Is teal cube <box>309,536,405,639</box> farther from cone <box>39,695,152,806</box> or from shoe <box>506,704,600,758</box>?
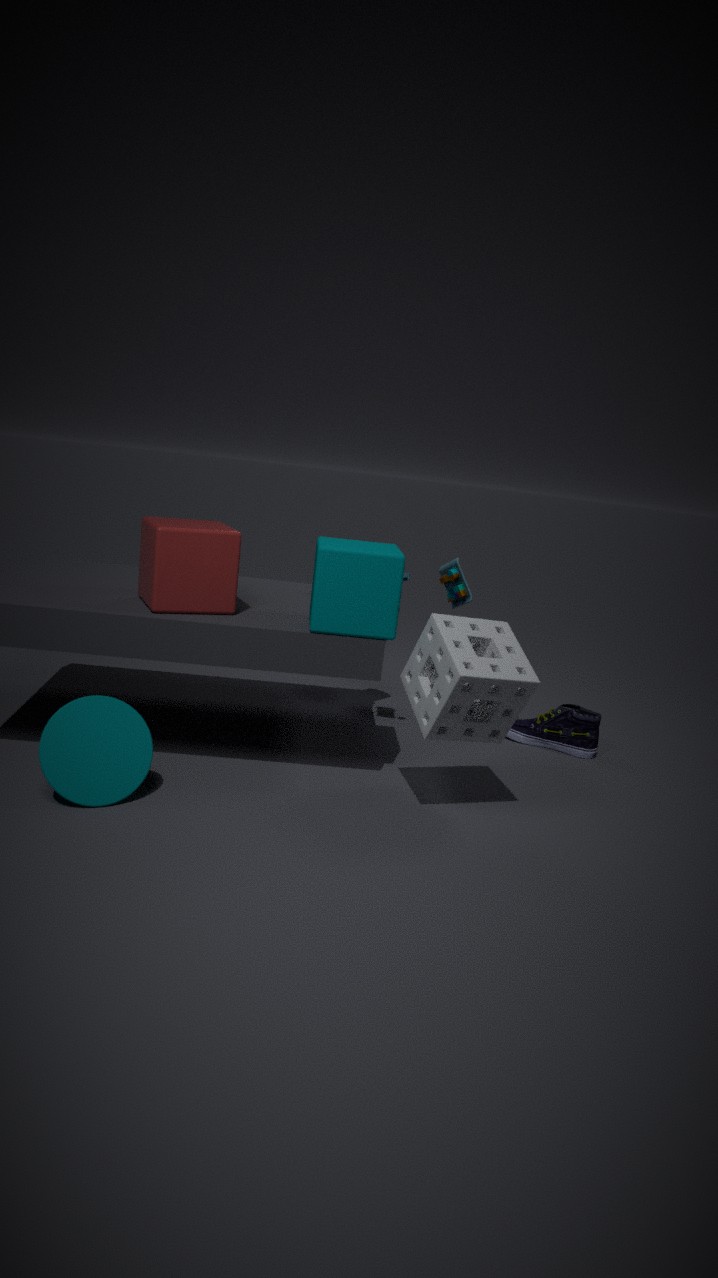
shoe <box>506,704,600,758</box>
